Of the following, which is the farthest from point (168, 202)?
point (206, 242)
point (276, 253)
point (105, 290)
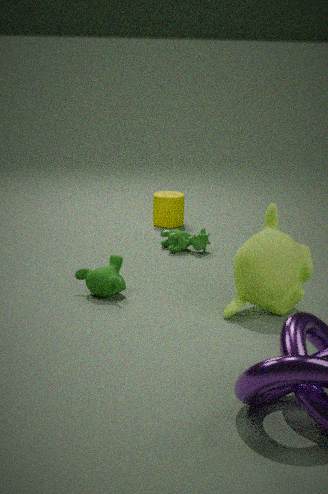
point (276, 253)
